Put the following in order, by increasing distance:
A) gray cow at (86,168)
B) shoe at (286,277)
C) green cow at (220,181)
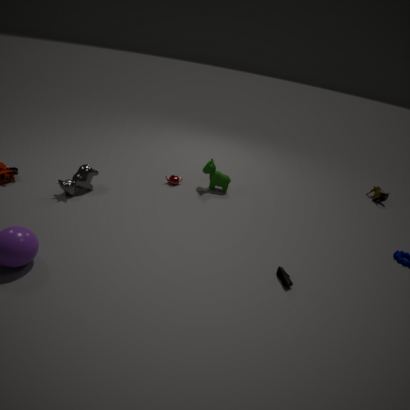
shoe at (286,277), gray cow at (86,168), green cow at (220,181)
